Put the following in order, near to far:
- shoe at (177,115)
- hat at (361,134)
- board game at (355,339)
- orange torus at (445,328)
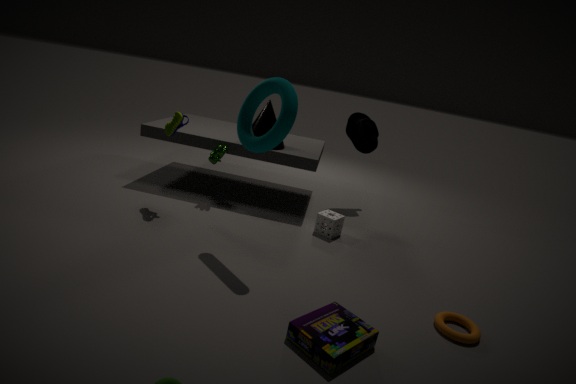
board game at (355,339), orange torus at (445,328), shoe at (177,115), hat at (361,134)
